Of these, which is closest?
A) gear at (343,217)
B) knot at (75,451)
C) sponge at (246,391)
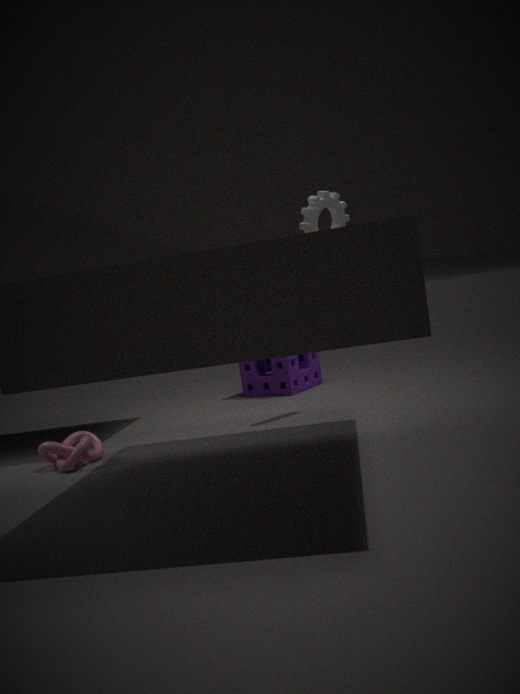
knot at (75,451)
